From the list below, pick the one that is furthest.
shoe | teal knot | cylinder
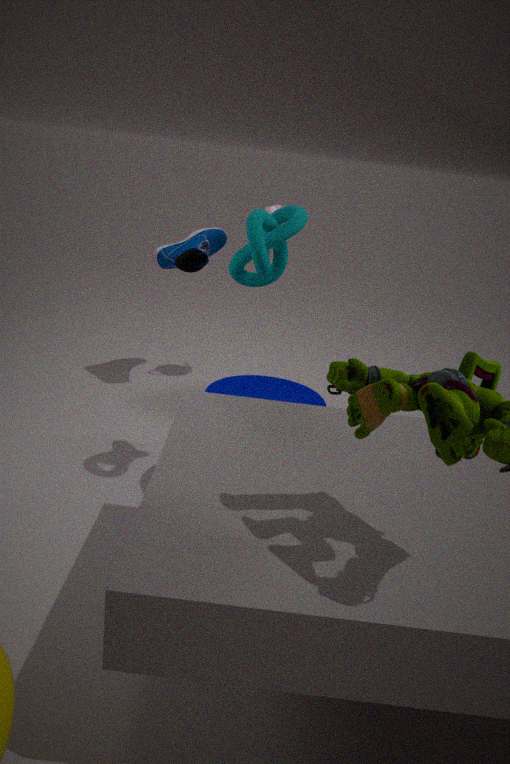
shoe
